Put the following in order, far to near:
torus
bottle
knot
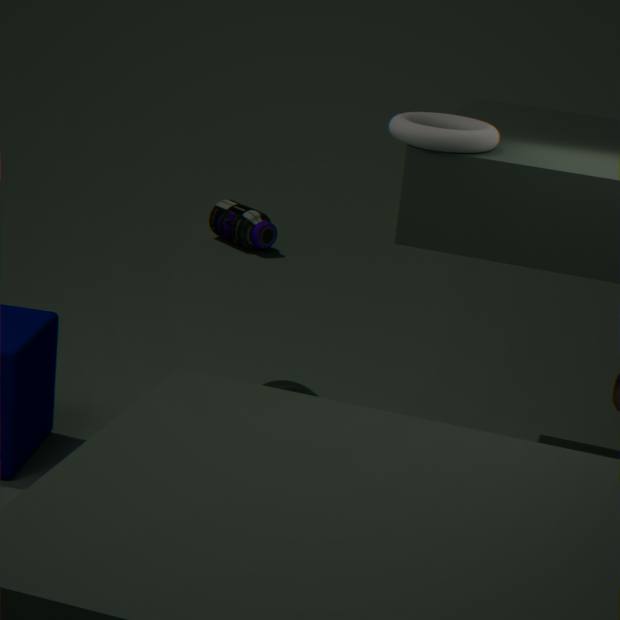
bottle → knot → torus
